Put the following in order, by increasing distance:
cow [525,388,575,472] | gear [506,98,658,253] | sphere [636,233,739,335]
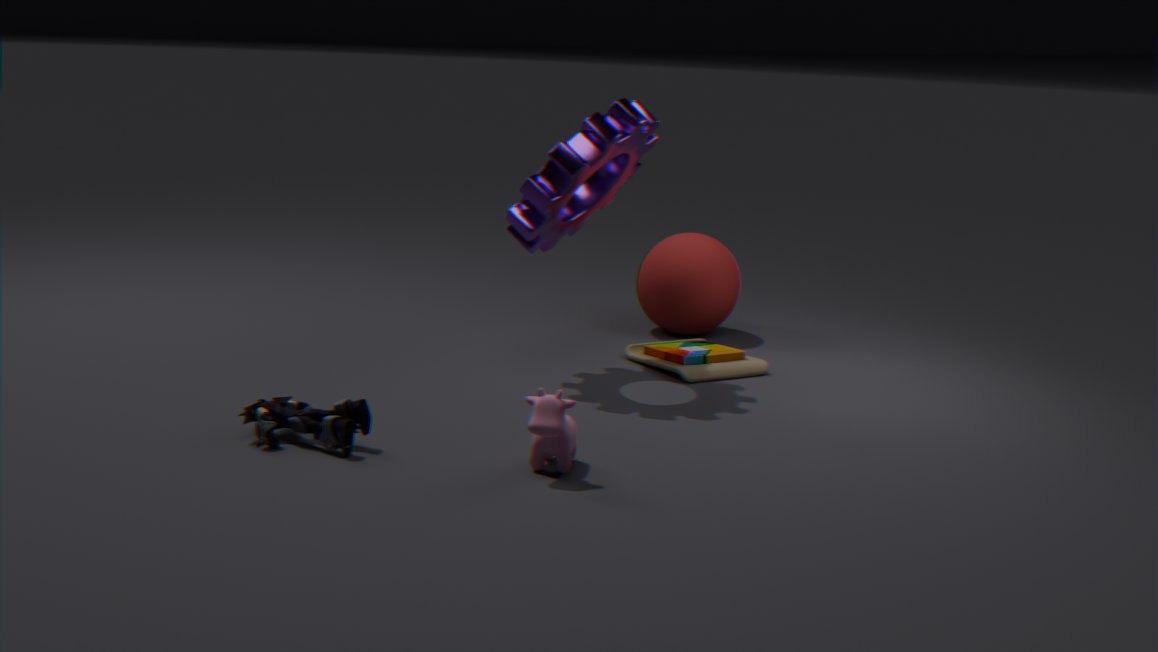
cow [525,388,575,472] < gear [506,98,658,253] < sphere [636,233,739,335]
